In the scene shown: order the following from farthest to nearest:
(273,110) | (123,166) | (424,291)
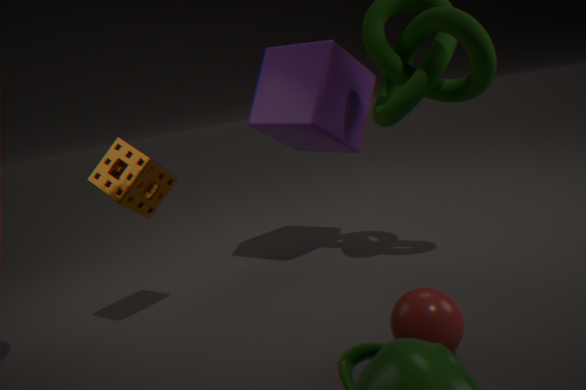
(273,110), (123,166), (424,291)
